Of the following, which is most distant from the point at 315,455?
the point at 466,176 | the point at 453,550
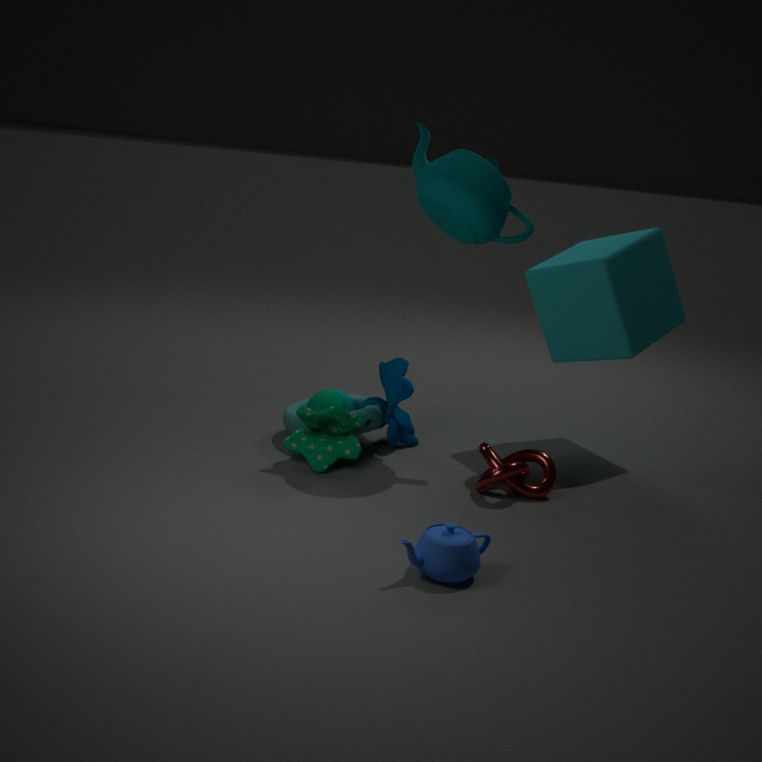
the point at 453,550
